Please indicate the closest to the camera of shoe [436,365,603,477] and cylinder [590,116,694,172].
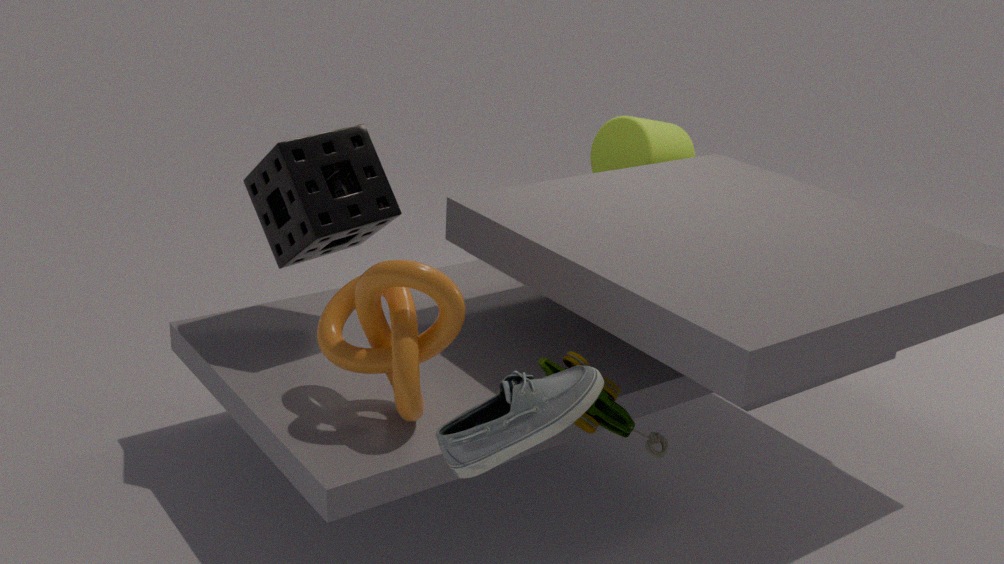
shoe [436,365,603,477]
